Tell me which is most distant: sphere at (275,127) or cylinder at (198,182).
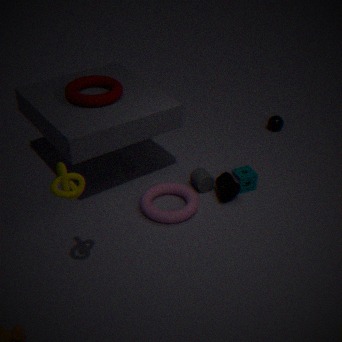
sphere at (275,127)
